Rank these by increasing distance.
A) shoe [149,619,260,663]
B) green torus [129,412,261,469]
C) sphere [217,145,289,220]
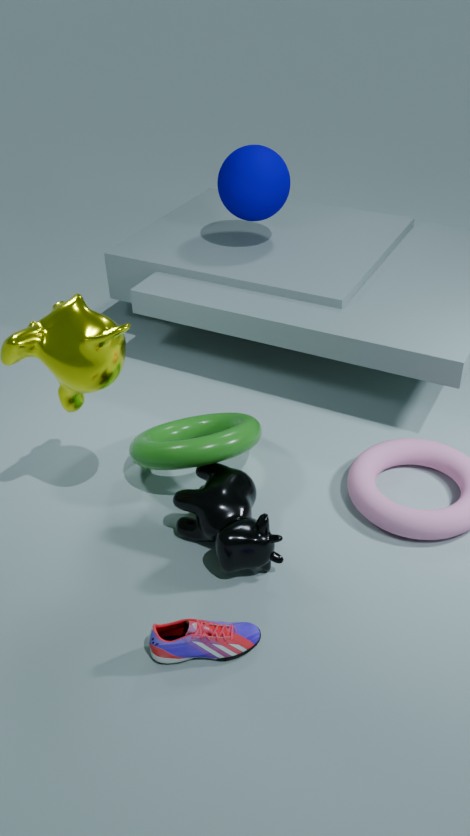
shoe [149,619,260,663] → green torus [129,412,261,469] → sphere [217,145,289,220]
